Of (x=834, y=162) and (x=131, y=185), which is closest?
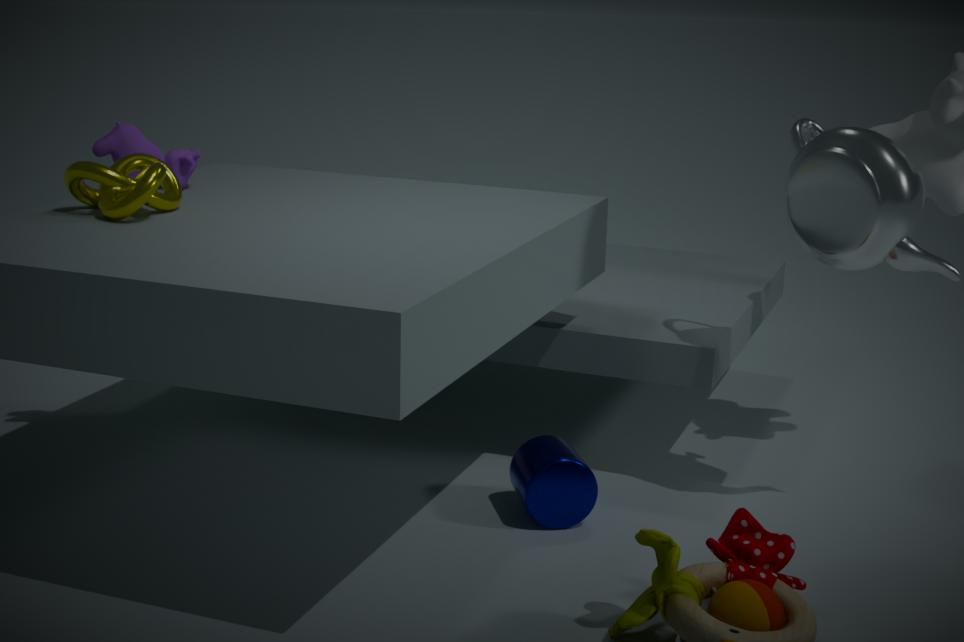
(x=834, y=162)
